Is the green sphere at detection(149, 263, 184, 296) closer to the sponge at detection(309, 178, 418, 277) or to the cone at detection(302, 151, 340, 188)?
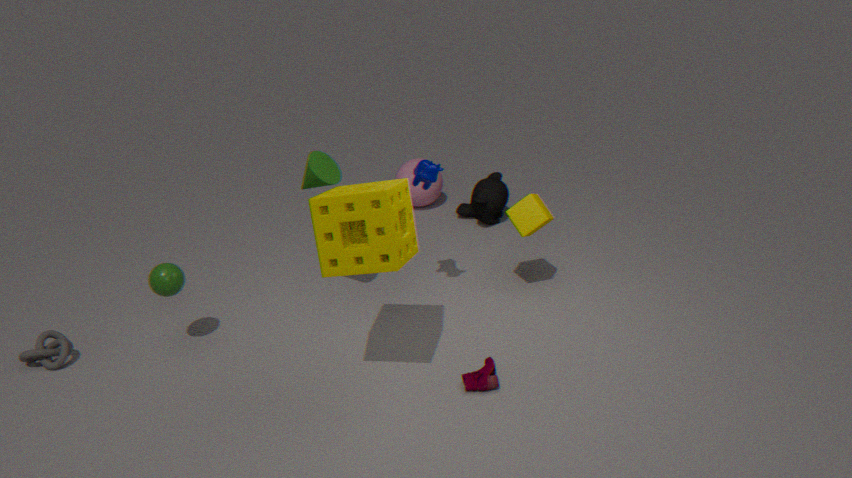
the cone at detection(302, 151, 340, 188)
